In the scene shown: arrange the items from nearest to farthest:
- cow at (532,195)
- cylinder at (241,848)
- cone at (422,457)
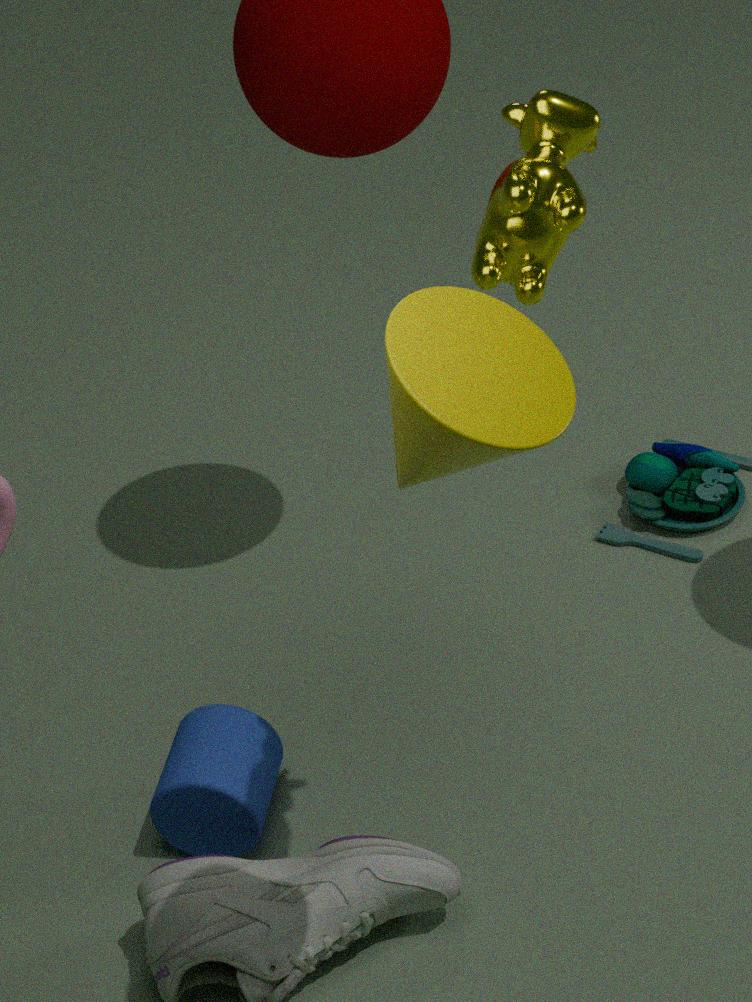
cone at (422,457) < cow at (532,195) < cylinder at (241,848)
